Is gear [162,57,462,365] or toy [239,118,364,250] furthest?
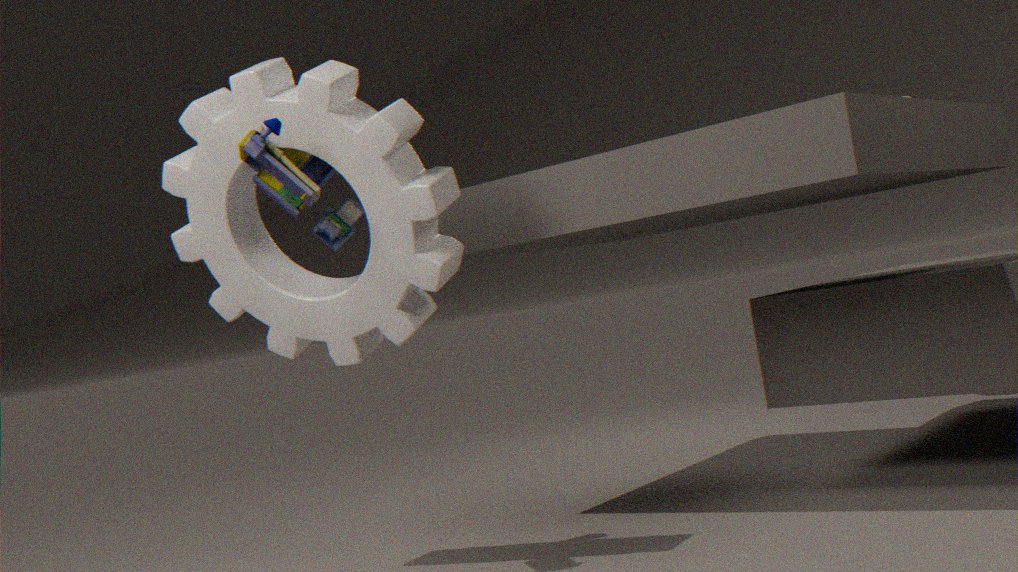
gear [162,57,462,365]
